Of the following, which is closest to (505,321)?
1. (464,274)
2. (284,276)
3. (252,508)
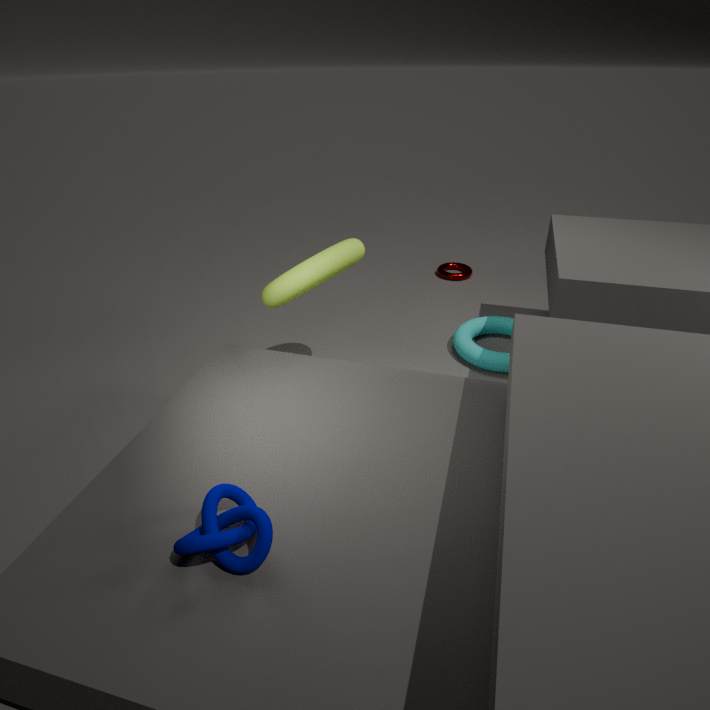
(464,274)
